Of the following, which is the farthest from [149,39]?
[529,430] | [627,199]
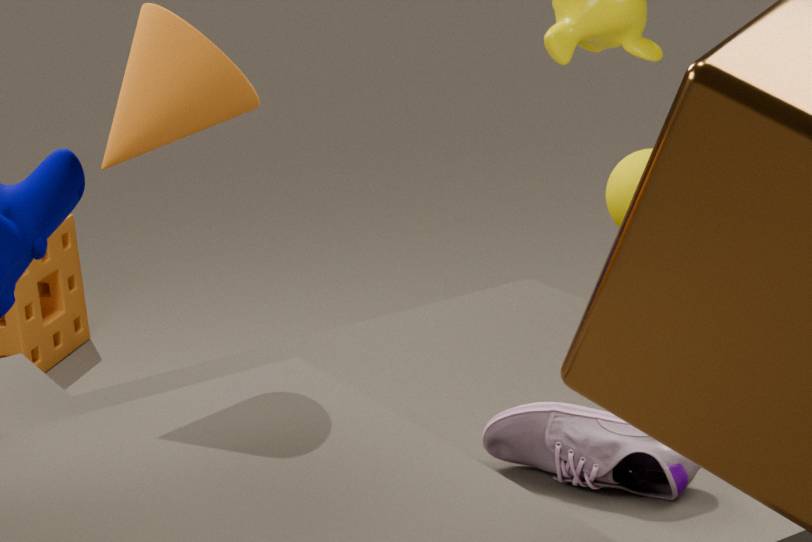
[627,199]
